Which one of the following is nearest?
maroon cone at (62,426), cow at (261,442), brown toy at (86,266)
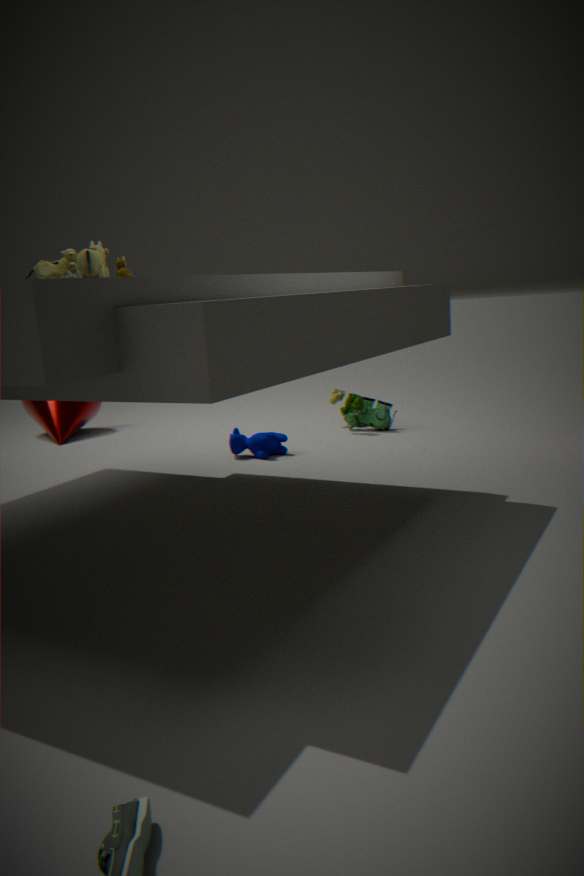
brown toy at (86,266)
